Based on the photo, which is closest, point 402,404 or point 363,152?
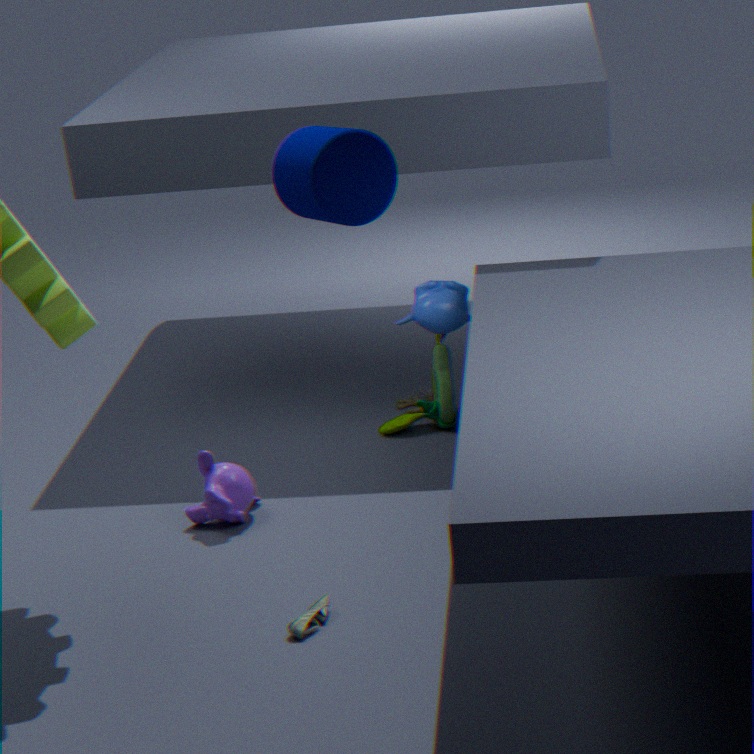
point 363,152
